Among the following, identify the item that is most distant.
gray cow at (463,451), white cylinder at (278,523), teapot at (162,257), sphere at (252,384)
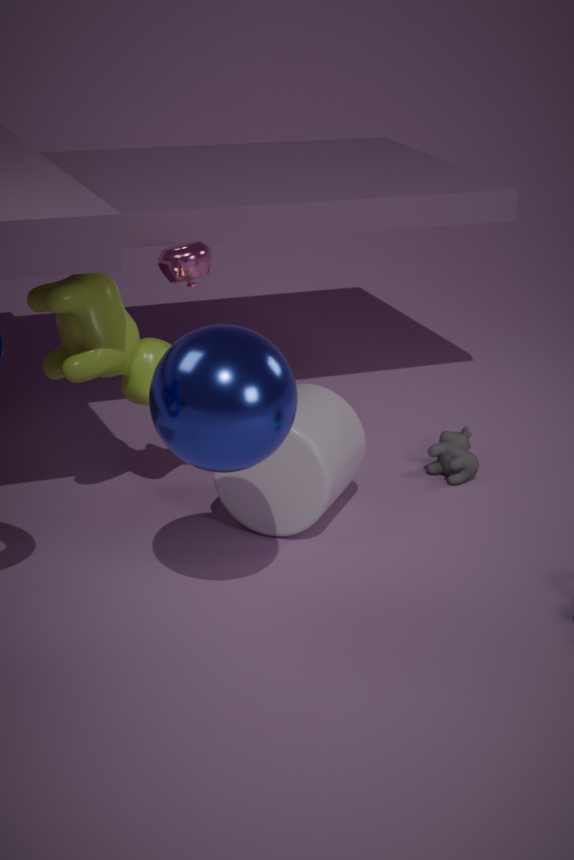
gray cow at (463,451)
